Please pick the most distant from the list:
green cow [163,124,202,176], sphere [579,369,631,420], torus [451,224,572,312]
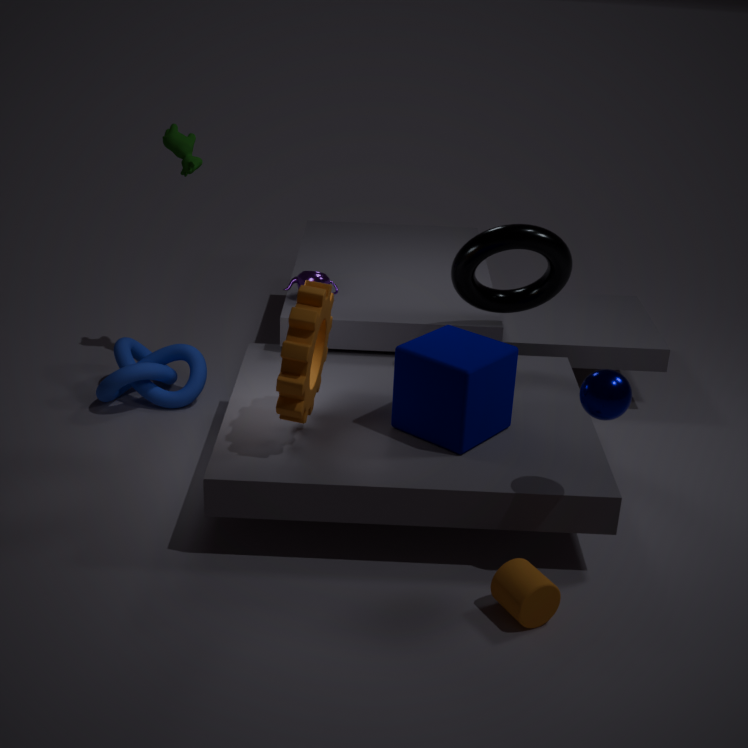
green cow [163,124,202,176]
